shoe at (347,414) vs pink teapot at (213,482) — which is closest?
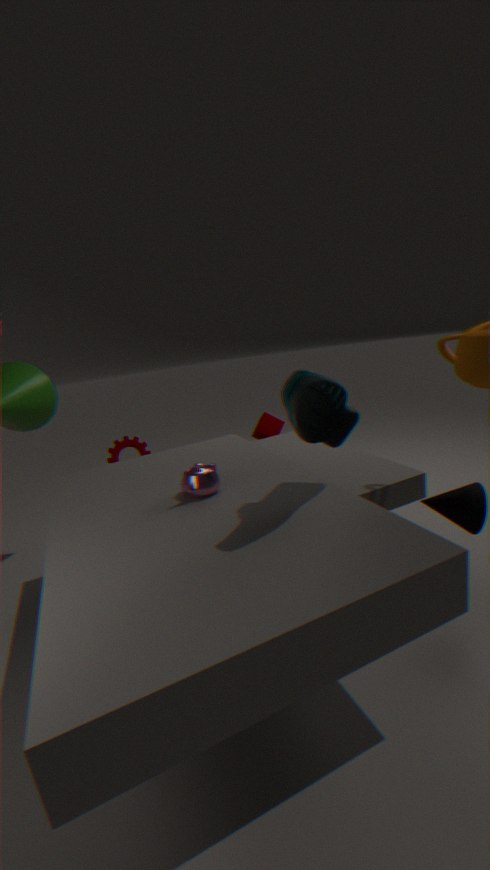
shoe at (347,414)
